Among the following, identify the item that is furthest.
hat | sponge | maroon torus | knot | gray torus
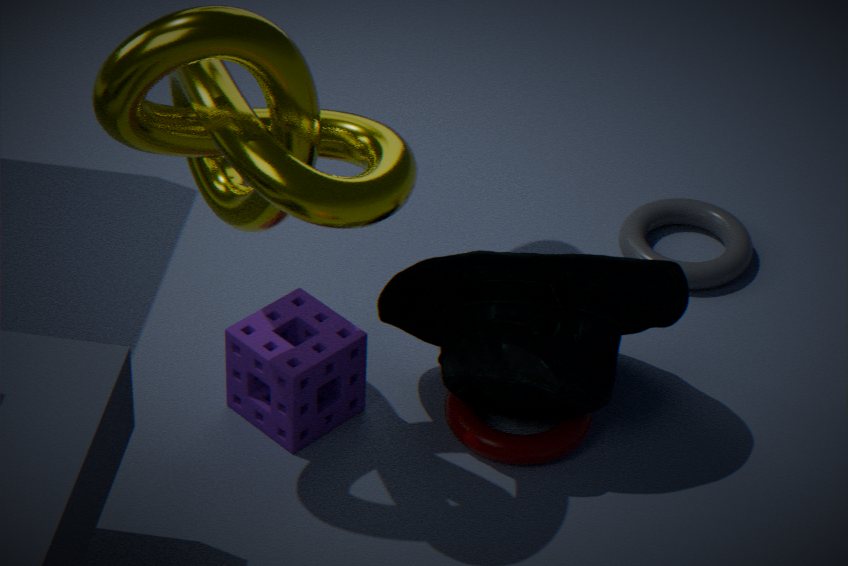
gray torus
